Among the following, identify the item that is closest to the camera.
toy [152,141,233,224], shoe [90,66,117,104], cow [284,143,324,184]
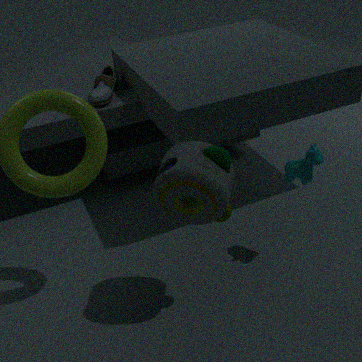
toy [152,141,233,224]
